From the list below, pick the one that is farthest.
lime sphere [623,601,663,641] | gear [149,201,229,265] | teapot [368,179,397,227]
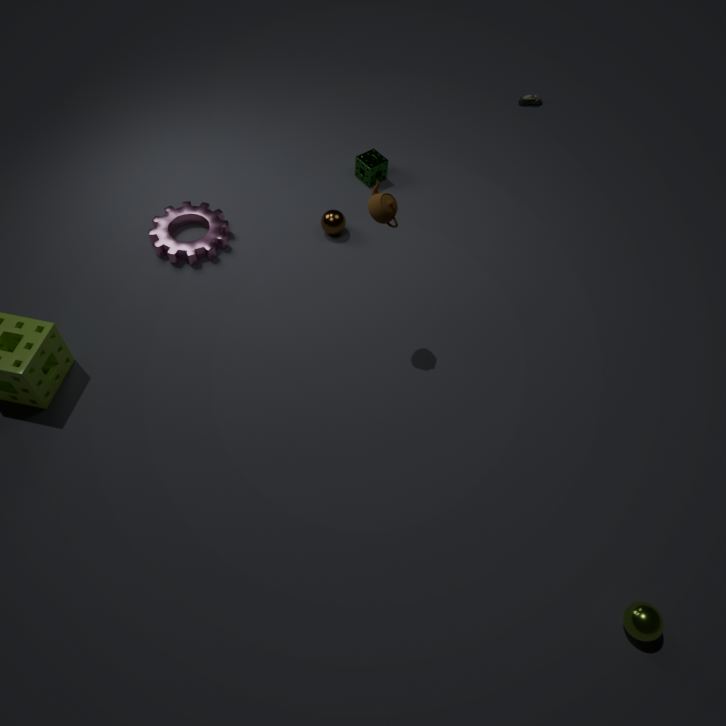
gear [149,201,229,265]
